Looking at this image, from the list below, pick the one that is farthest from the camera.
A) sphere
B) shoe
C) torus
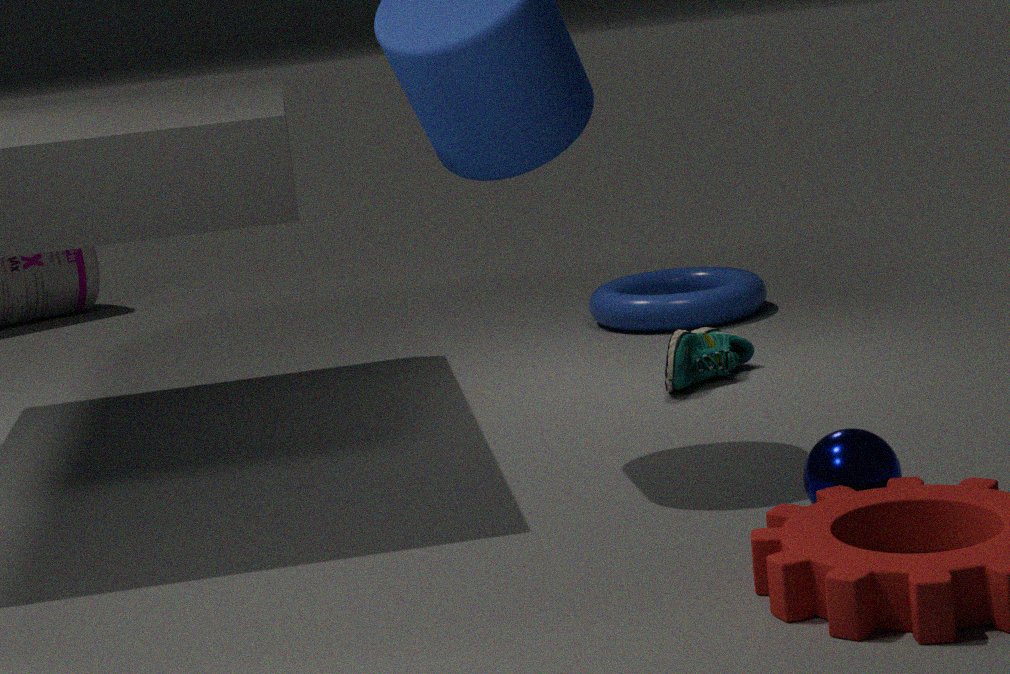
torus
